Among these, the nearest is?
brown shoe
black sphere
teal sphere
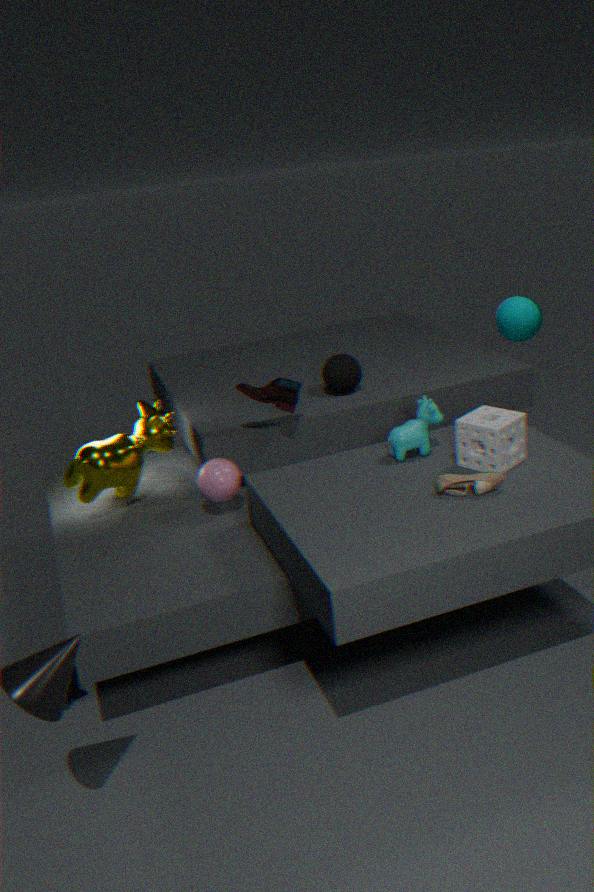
brown shoe
